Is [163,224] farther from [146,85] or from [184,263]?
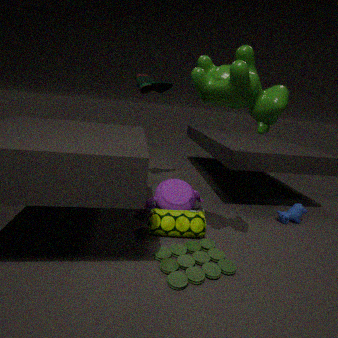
[146,85]
